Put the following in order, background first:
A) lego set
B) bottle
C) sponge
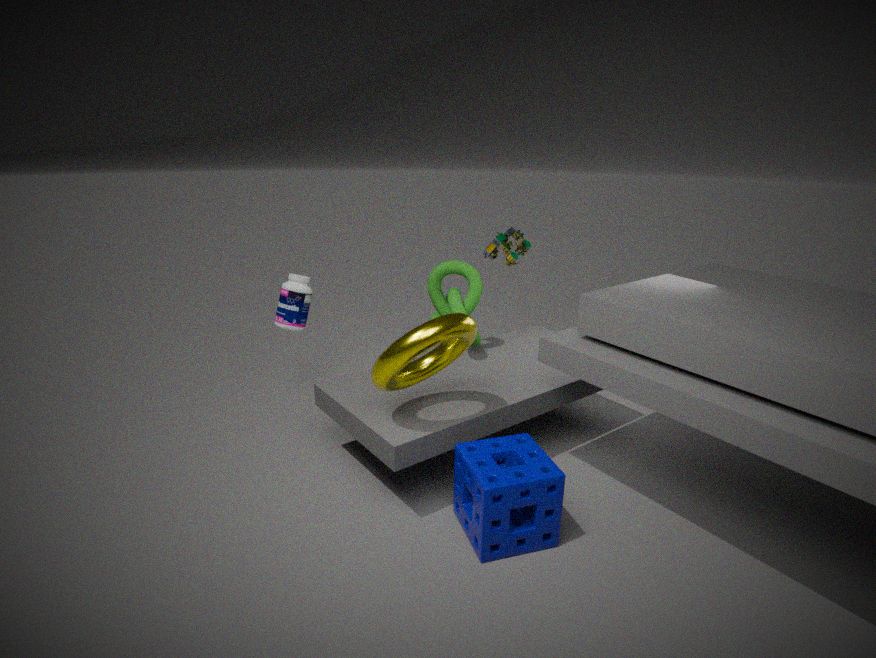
lego set < bottle < sponge
